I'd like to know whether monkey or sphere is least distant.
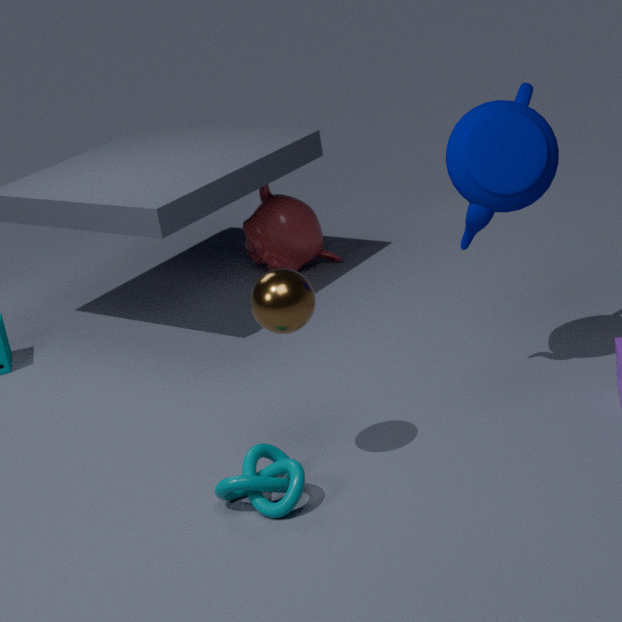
sphere
